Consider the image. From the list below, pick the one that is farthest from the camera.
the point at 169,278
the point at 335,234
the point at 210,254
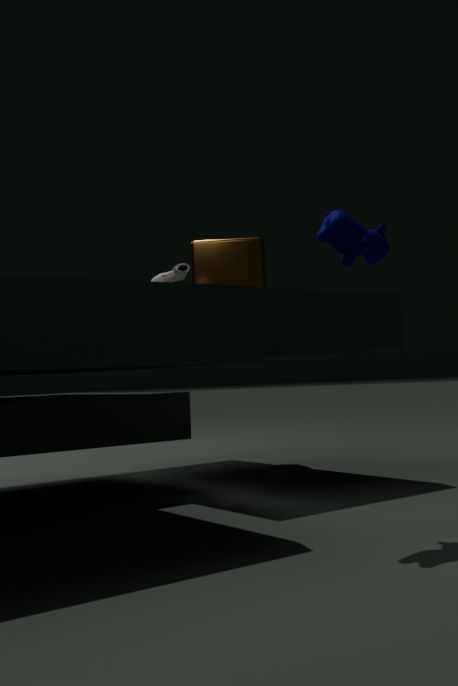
the point at 210,254
